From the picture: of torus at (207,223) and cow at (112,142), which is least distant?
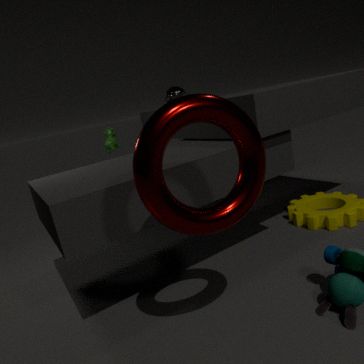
torus at (207,223)
